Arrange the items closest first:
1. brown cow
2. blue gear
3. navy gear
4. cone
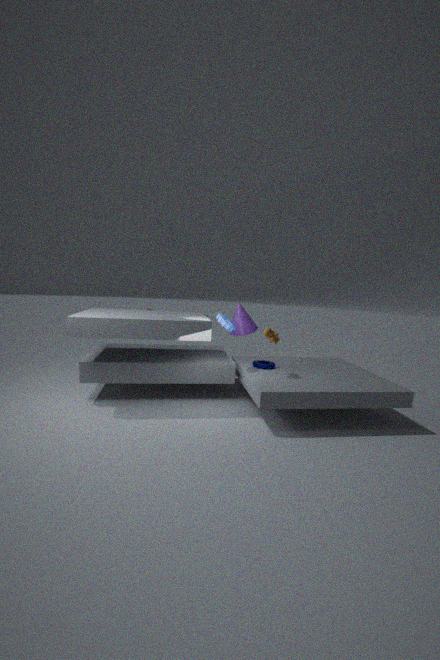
brown cow
blue gear
navy gear
cone
